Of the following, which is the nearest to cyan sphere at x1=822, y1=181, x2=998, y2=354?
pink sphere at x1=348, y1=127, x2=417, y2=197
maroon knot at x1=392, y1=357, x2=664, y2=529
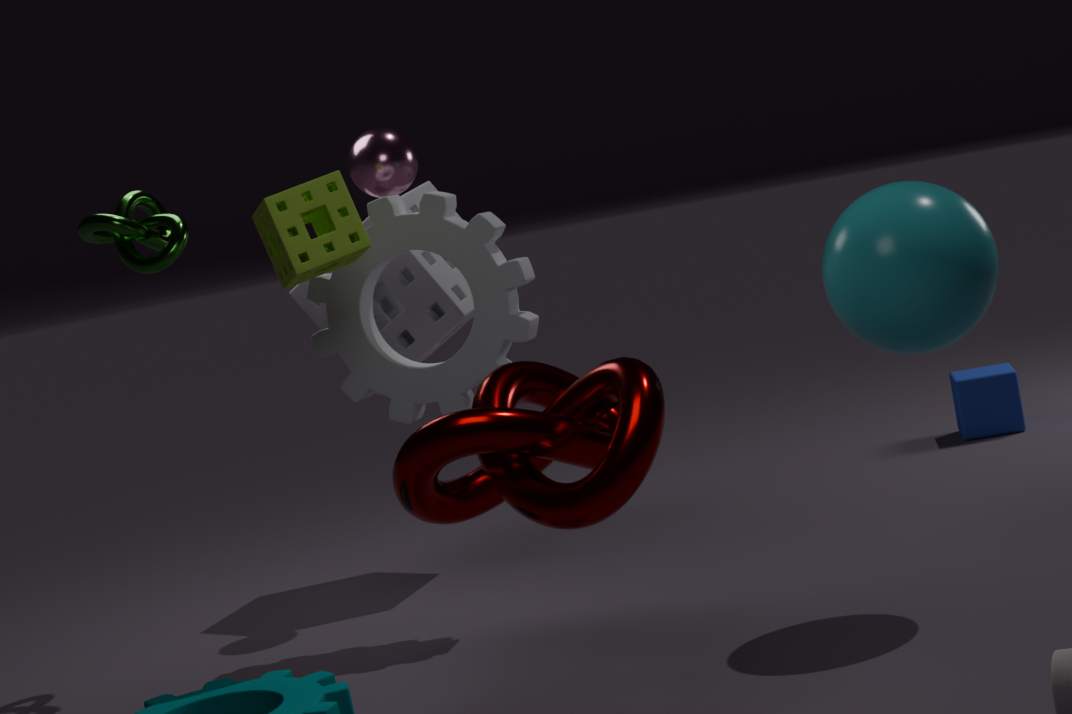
maroon knot at x1=392, y1=357, x2=664, y2=529
